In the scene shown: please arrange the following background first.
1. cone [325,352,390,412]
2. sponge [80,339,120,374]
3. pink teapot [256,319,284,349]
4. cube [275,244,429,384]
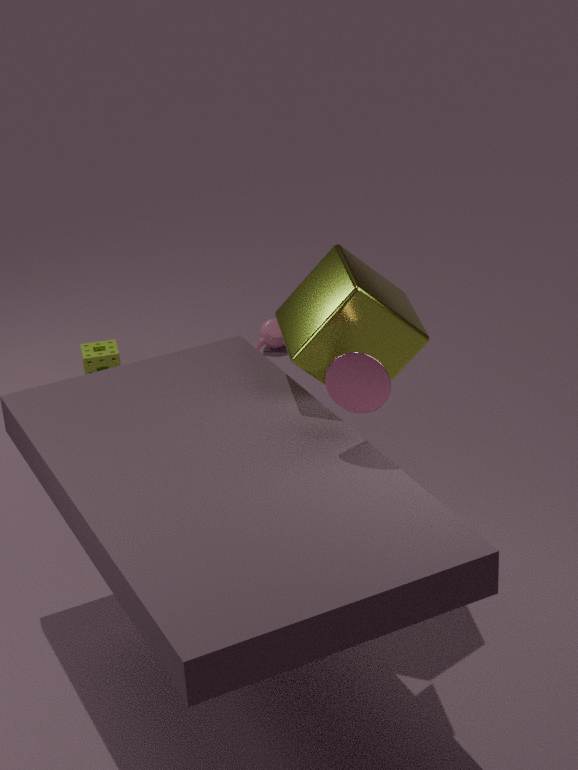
pink teapot [256,319,284,349] → sponge [80,339,120,374] → cube [275,244,429,384] → cone [325,352,390,412]
